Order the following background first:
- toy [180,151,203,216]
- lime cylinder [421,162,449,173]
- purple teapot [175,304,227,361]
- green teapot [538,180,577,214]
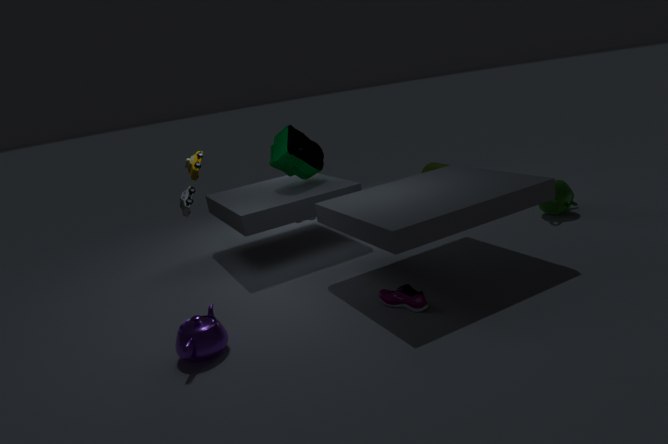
lime cylinder [421,162,449,173] < green teapot [538,180,577,214] < toy [180,151,203,216] < purple teapot [175,304,227,361]
